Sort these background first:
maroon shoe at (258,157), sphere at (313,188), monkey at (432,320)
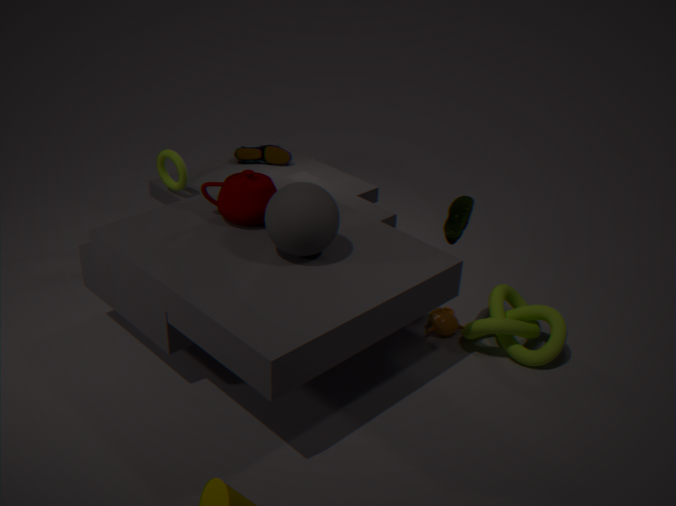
1. maroon shoe at (258,157)
2. monkey at (432,320)
3. sphere at (313,188)
